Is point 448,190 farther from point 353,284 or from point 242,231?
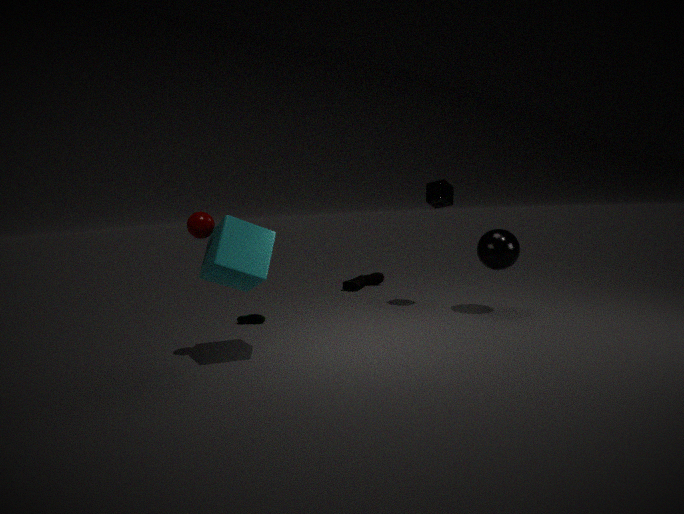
point 242,231
